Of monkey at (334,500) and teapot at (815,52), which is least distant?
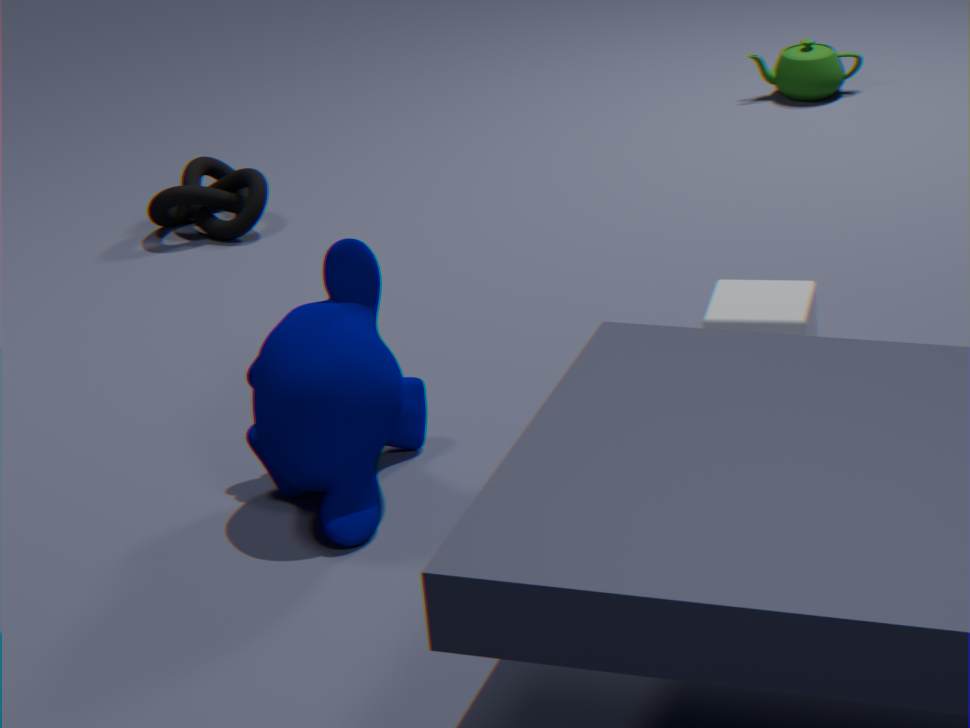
monkey at (334,500)
